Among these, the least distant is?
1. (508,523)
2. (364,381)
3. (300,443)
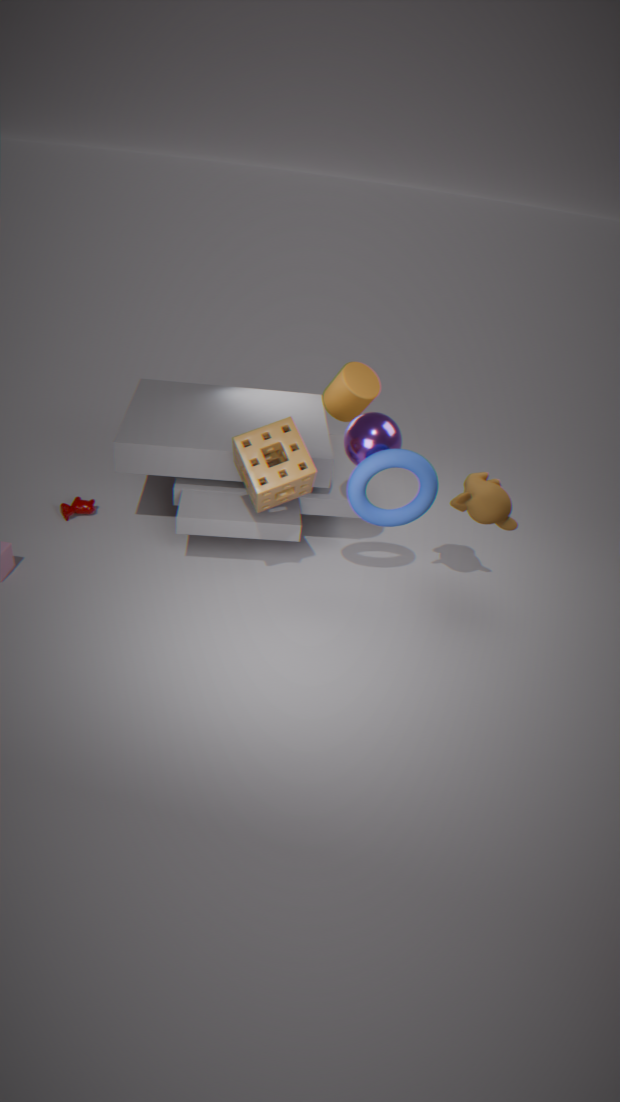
(300,443)
